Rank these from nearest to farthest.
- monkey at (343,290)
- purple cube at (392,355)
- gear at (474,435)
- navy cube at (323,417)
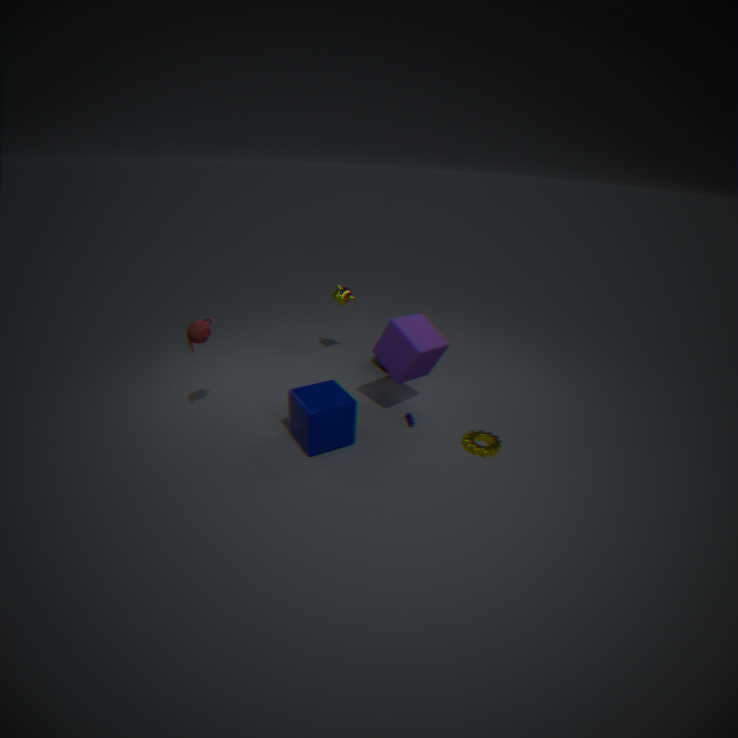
navy cube at (323,417) < gear at (474,435) < purple cube at (392,355) < monkey at (343,290)
